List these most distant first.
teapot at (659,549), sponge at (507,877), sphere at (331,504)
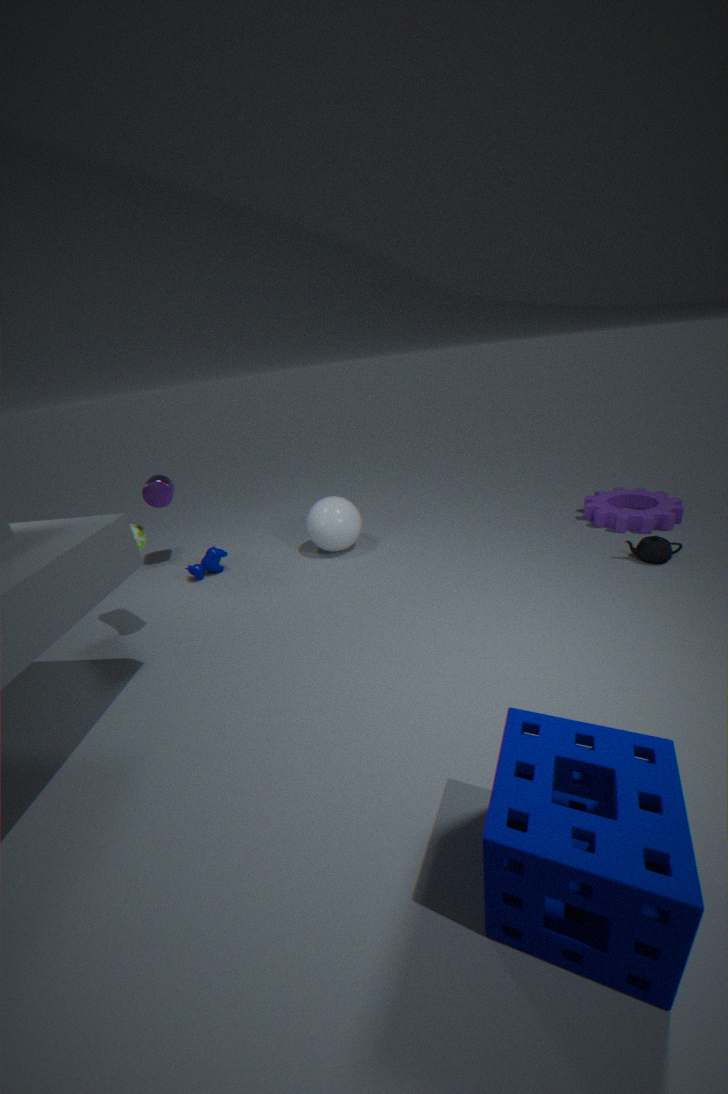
sphere at (331,504), teapot at (659,549), sponge at (507,877)
